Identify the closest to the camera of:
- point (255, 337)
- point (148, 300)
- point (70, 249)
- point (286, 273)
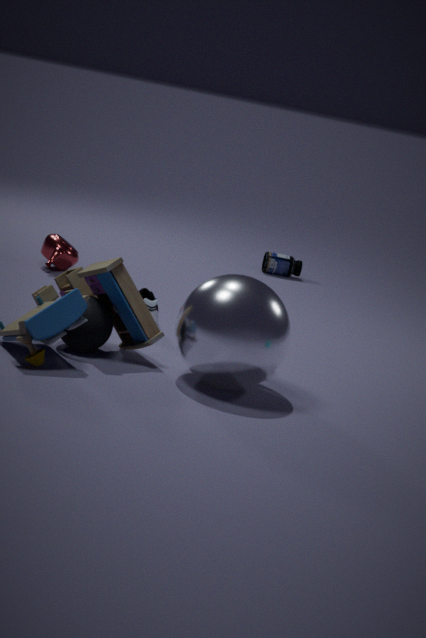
point (255, 337)
